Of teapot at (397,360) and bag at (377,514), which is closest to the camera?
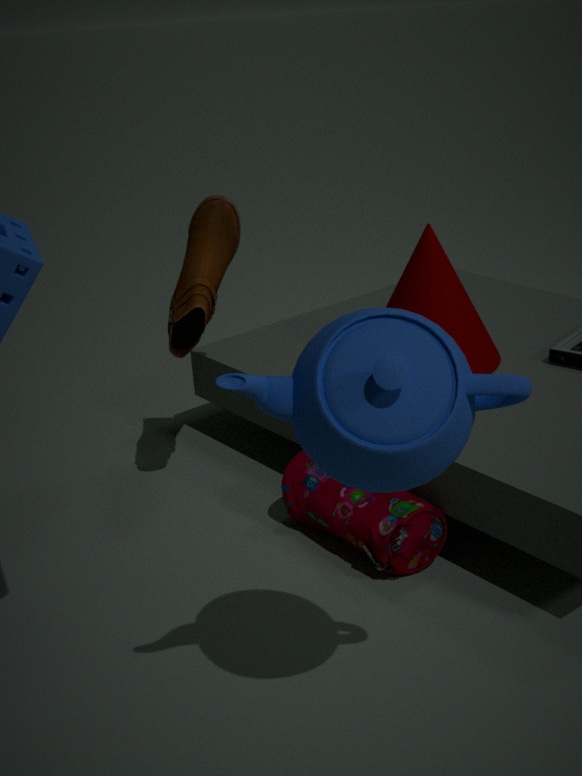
teapot at (397,360)
